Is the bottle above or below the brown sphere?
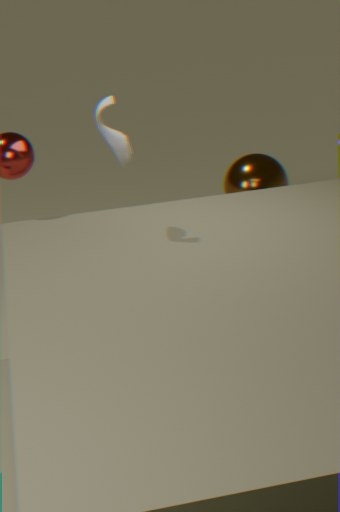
above
